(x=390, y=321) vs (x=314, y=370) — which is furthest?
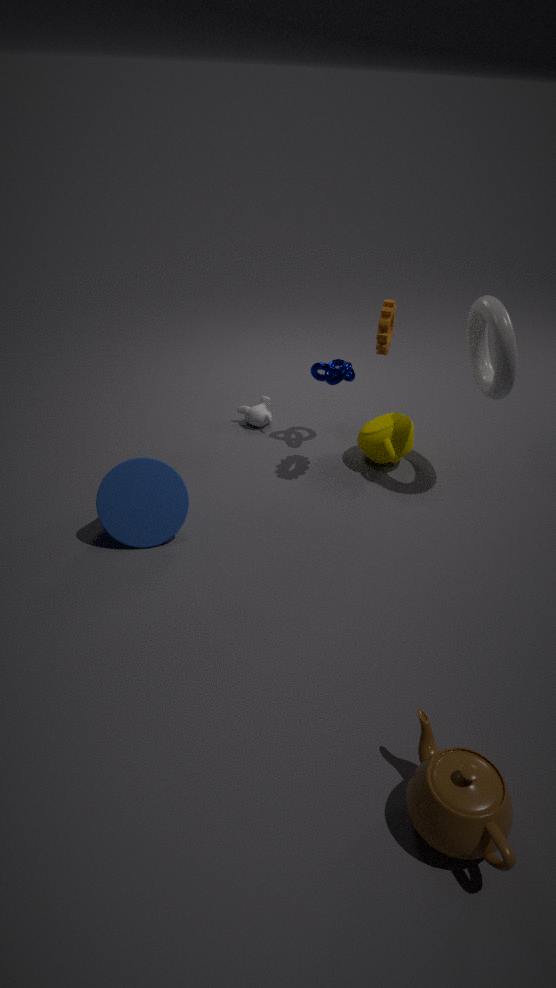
(x=314, y=370)
